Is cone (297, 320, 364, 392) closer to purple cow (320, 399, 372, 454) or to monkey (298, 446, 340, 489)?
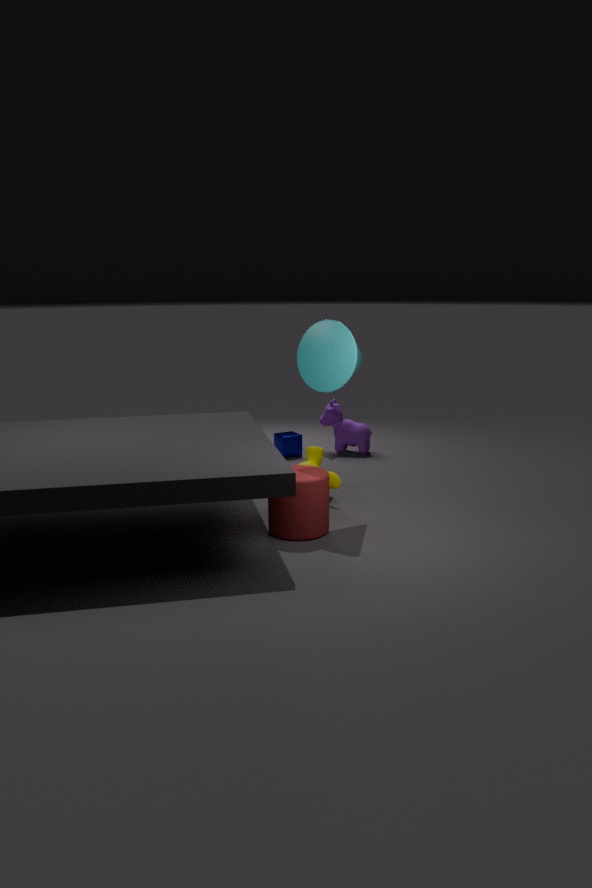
monkey (298, 446, 340, 489)
